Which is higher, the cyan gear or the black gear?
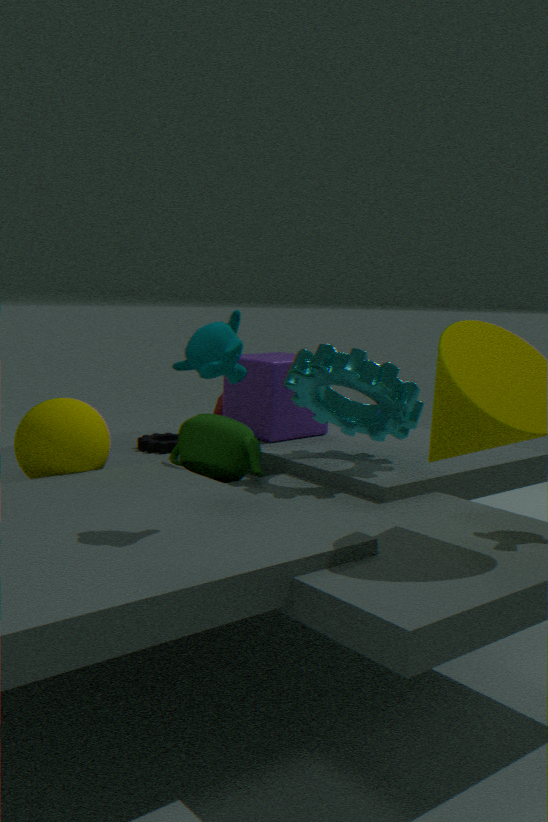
the cyan gear
